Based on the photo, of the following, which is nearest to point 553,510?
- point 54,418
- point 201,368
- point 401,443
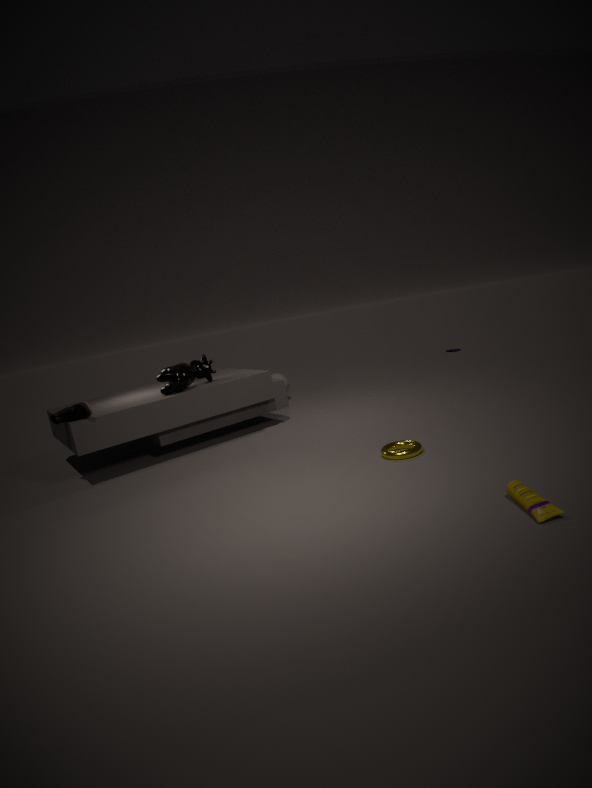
point 401,443
